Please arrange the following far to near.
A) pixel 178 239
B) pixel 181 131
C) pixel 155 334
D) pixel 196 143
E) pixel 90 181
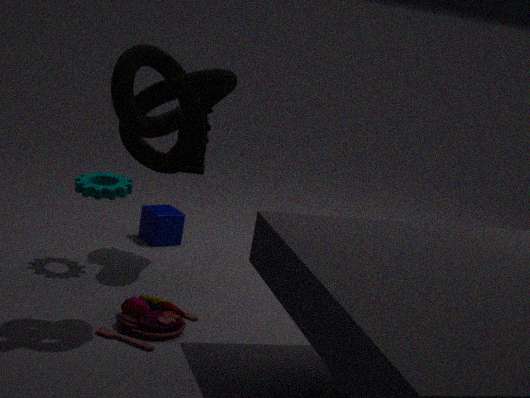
1. pixel 178 239
2. pixel 181 131
3. pixel 90 181
4. pixel 155 334
5. pixel 196 143
